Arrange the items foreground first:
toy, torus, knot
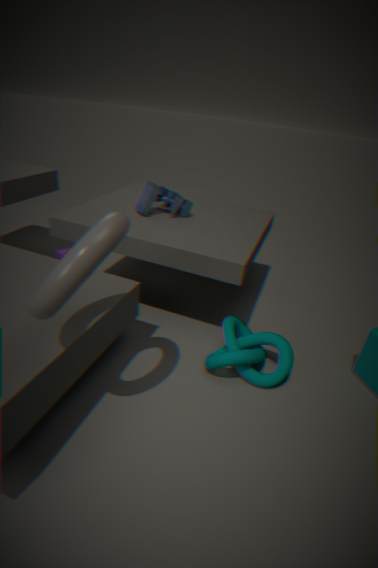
torus < knot < toy
